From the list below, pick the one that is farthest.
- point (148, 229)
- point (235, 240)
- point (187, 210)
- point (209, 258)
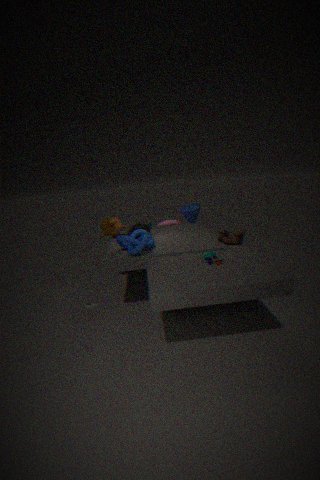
point (187, 210)
